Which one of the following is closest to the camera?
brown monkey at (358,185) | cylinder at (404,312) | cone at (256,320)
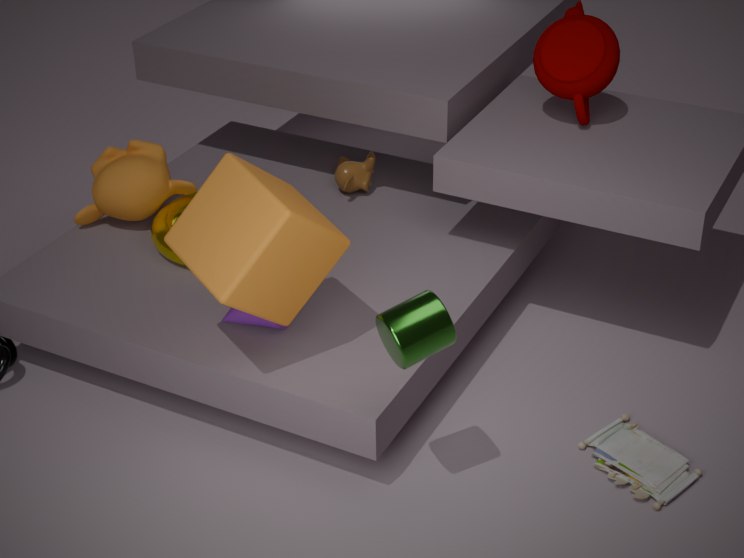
cylinder at (404,312)
